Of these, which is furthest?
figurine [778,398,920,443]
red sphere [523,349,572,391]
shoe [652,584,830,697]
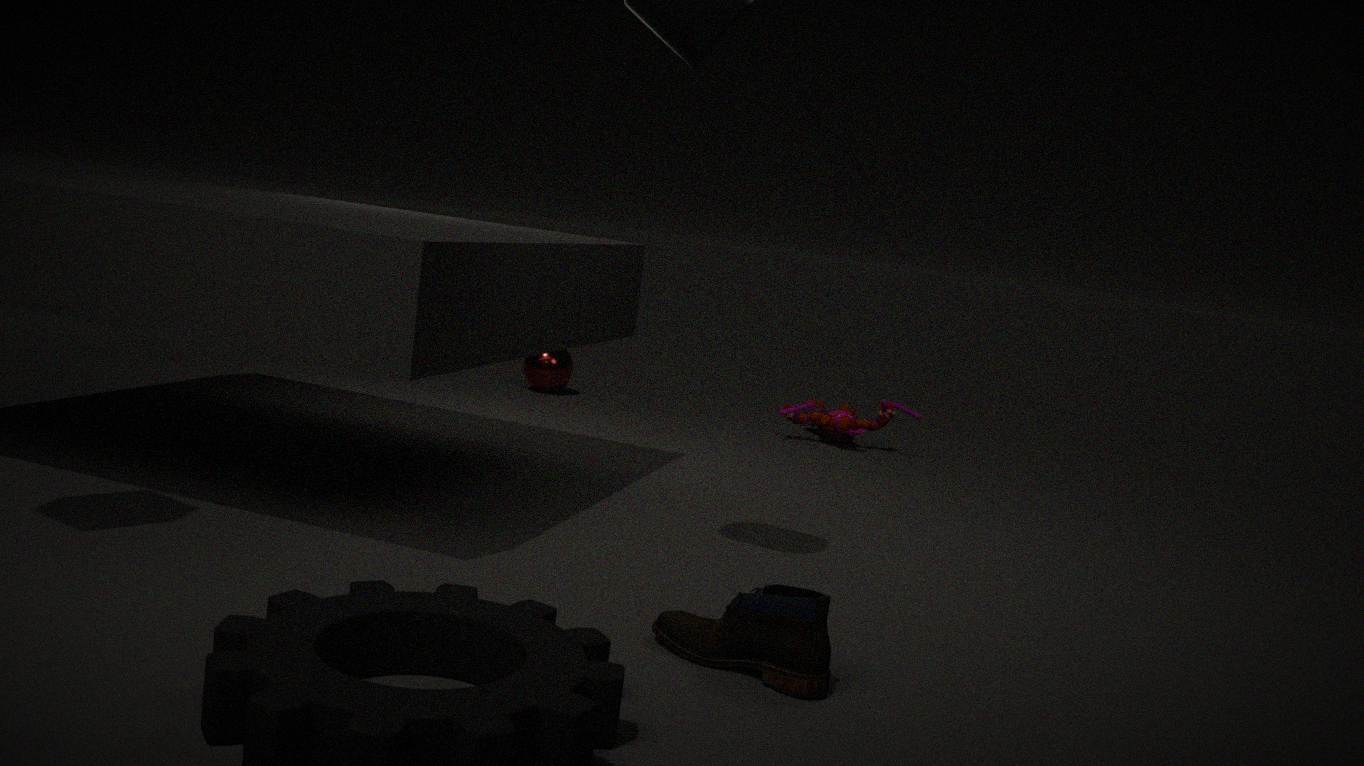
red sphere [523,349,572,391]
